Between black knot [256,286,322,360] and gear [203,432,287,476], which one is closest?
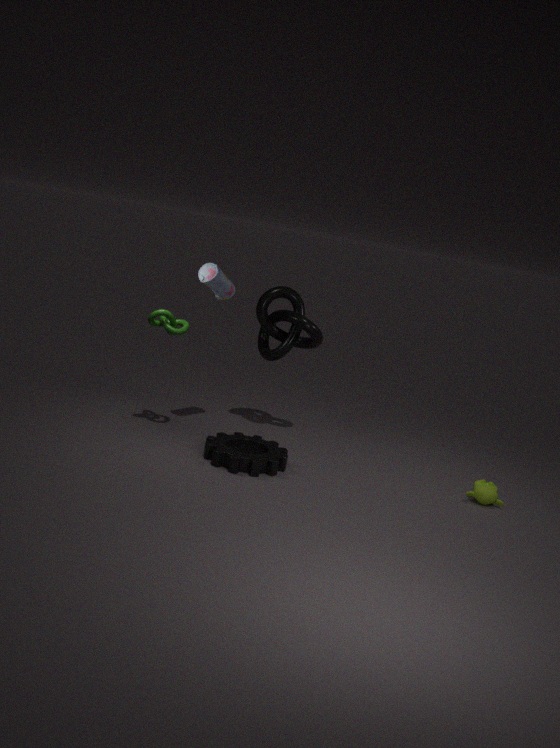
gear [203,432,287,476]
